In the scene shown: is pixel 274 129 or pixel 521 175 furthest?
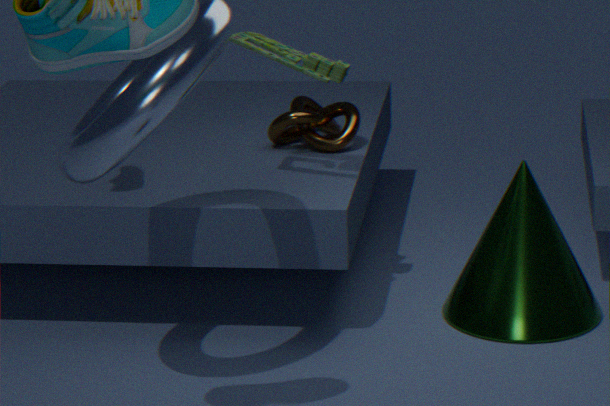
pixel 274 129
